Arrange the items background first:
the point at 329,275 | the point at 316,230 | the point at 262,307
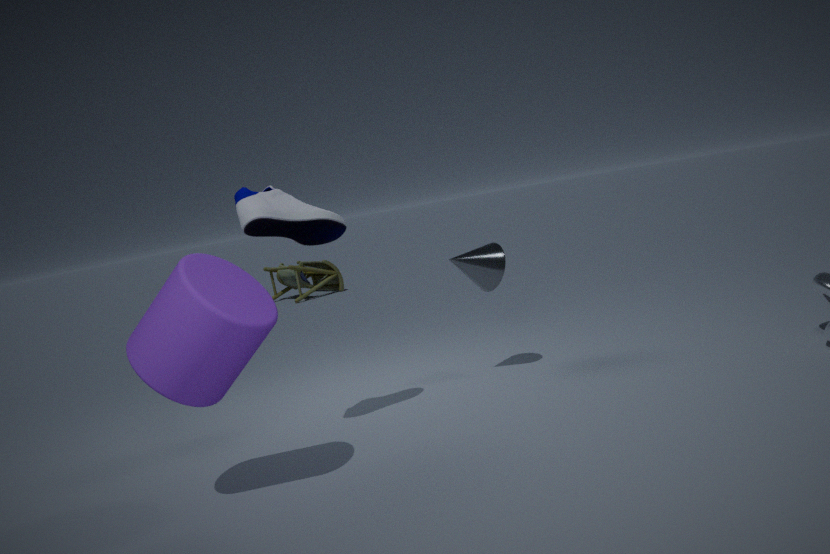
the point at 329,275 < the point at 316,230 < the point at 262,307
